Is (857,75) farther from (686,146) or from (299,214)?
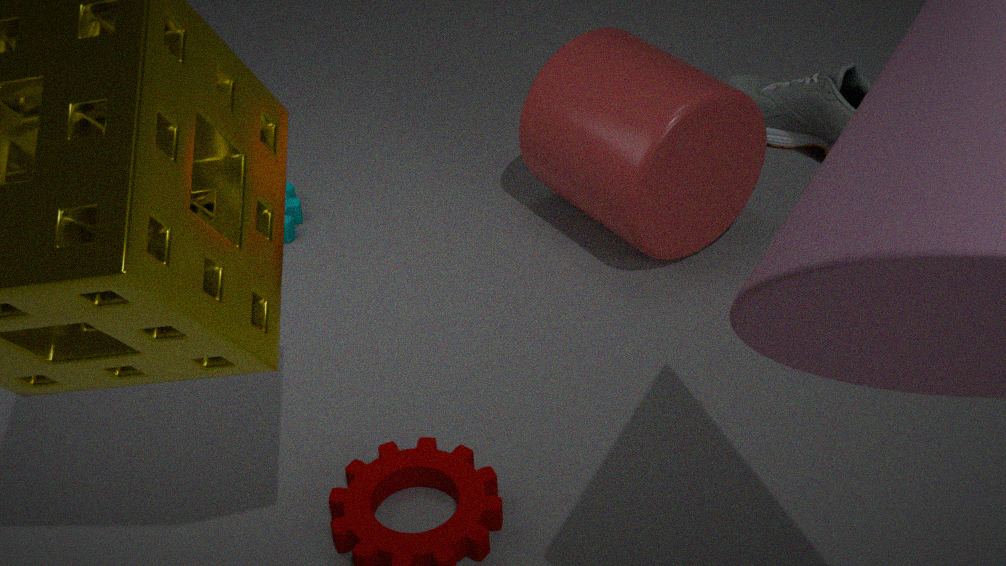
(299,214)
